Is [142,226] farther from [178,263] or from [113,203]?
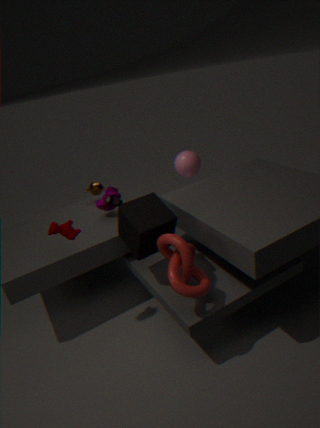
[113,203]
